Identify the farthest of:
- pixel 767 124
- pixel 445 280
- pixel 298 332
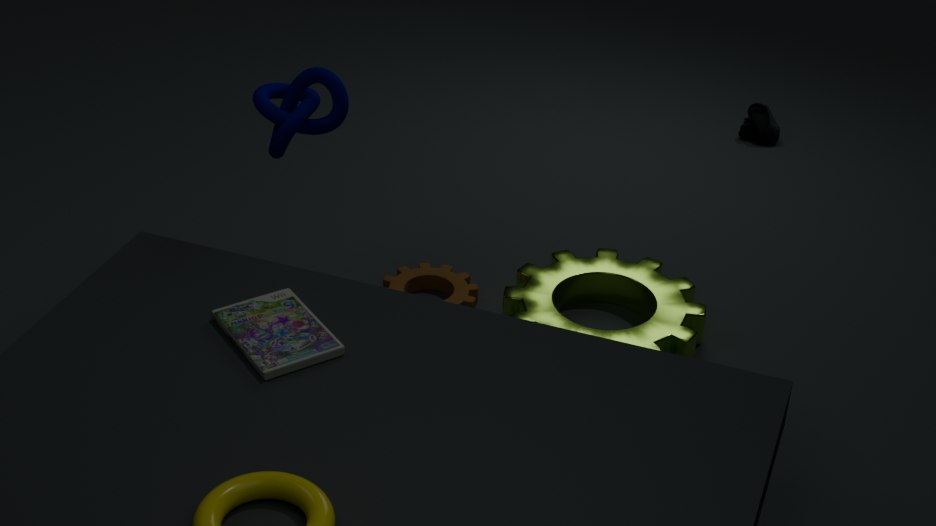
pixel 767 124
